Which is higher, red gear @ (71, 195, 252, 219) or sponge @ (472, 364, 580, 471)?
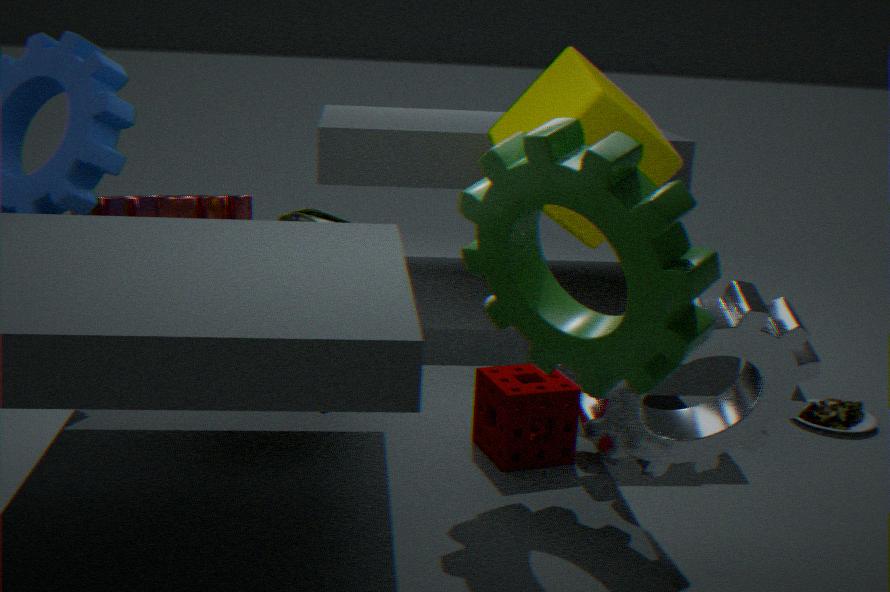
red gear @ (71, 195, 252, 219)
